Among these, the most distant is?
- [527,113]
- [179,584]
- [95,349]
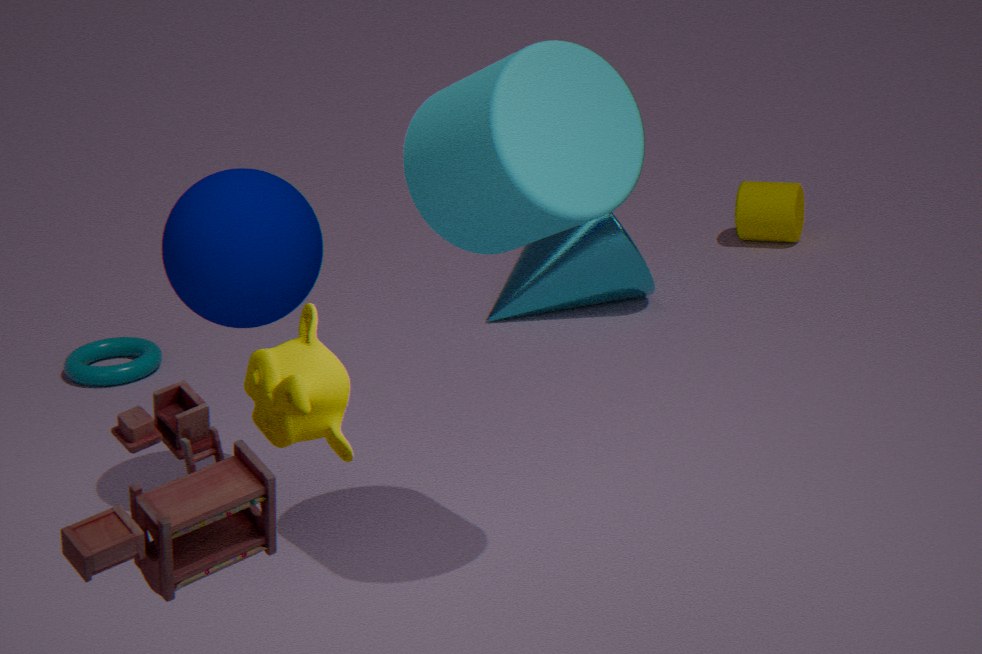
[95,349]
